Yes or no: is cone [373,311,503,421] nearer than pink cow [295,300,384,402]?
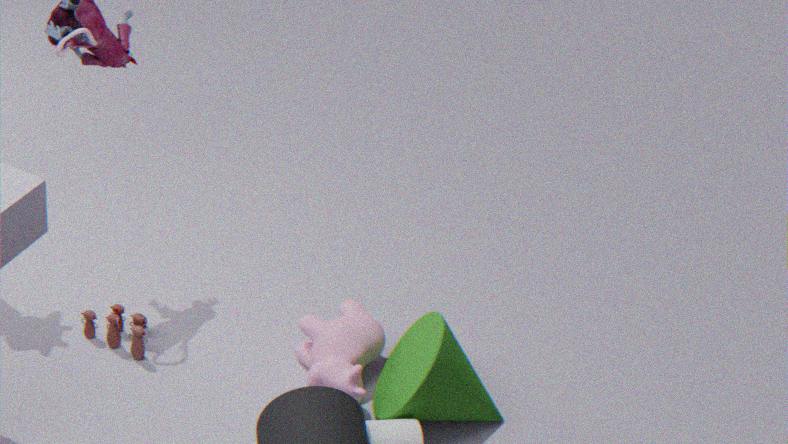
Yes
